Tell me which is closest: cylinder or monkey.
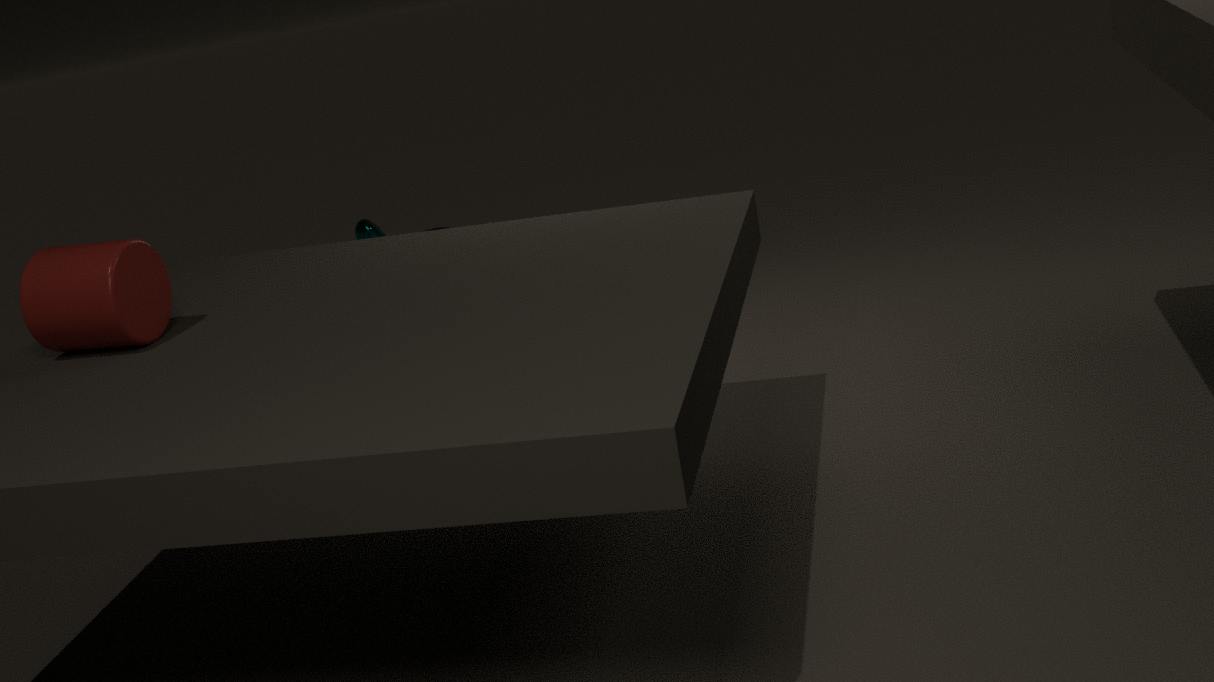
cylinder
